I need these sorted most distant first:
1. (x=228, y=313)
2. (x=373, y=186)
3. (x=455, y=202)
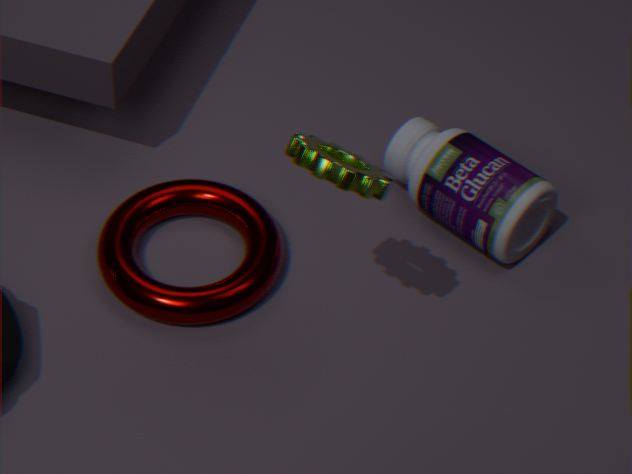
(x=455, y=202)
(x=228, y=313)
(x=373, y=186)
